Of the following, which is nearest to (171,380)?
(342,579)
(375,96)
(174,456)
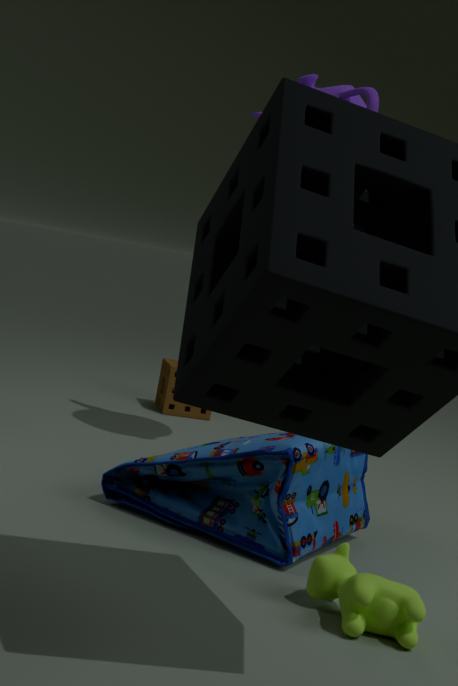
(375,96)
